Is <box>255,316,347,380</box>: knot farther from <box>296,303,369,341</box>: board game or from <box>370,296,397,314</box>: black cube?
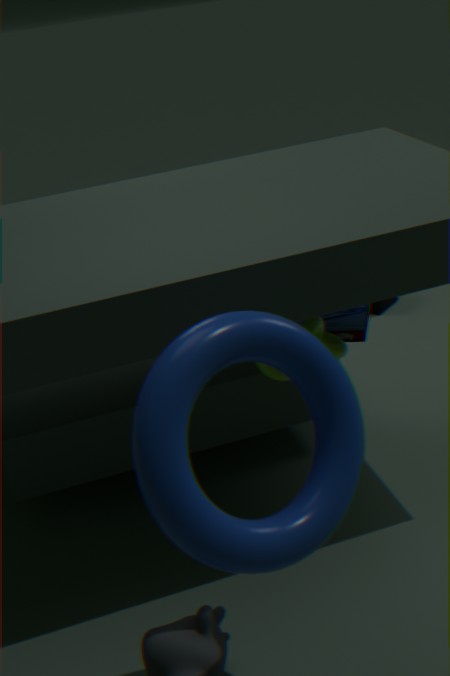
<box>370,296,397,314</box>: black cube
